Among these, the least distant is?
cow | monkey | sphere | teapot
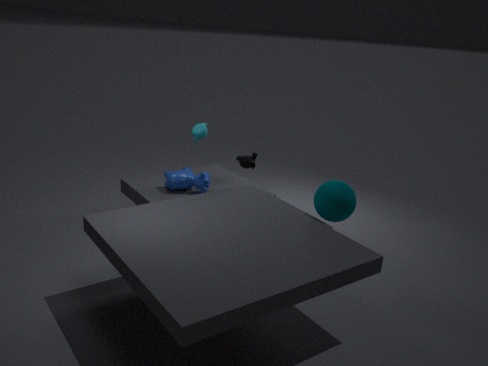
sphere
